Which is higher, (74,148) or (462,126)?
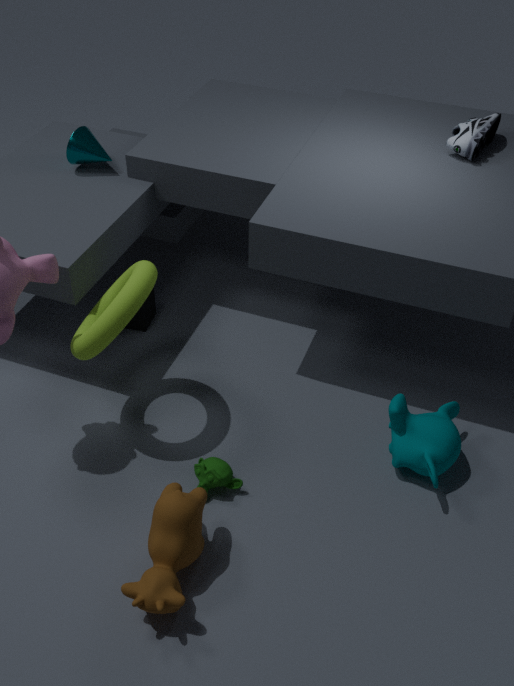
(462,126)
